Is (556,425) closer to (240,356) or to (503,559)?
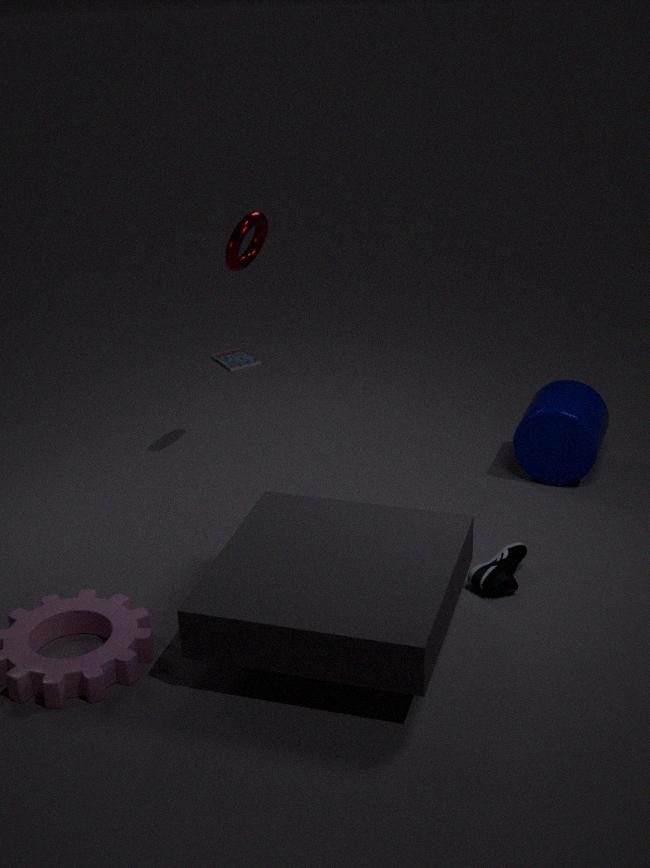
(503,559)
